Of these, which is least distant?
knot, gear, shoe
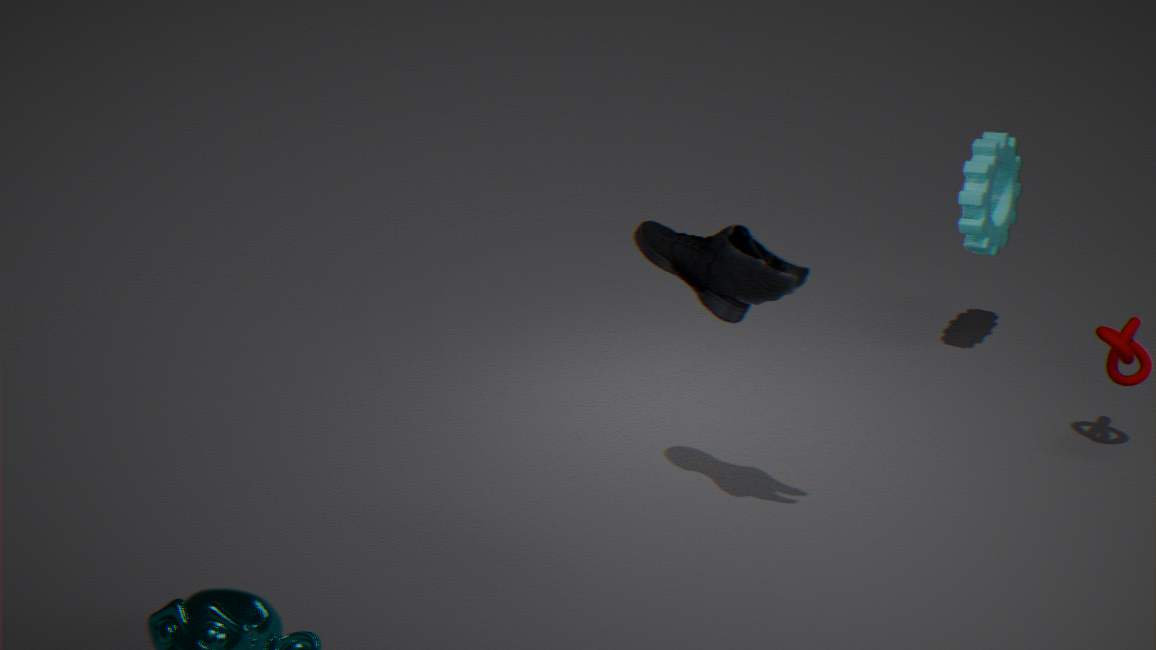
shoe
